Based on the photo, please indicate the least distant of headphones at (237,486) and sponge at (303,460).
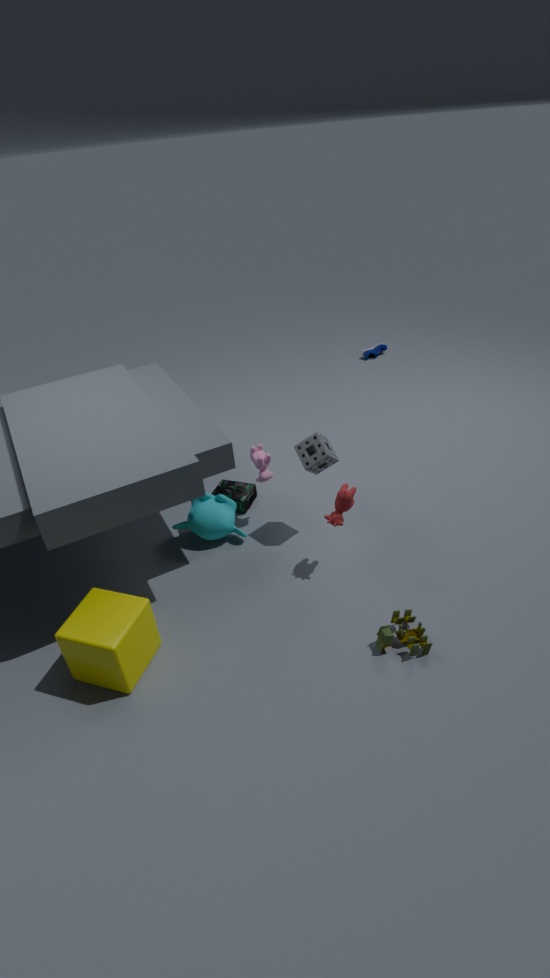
sponge at (303,460)
